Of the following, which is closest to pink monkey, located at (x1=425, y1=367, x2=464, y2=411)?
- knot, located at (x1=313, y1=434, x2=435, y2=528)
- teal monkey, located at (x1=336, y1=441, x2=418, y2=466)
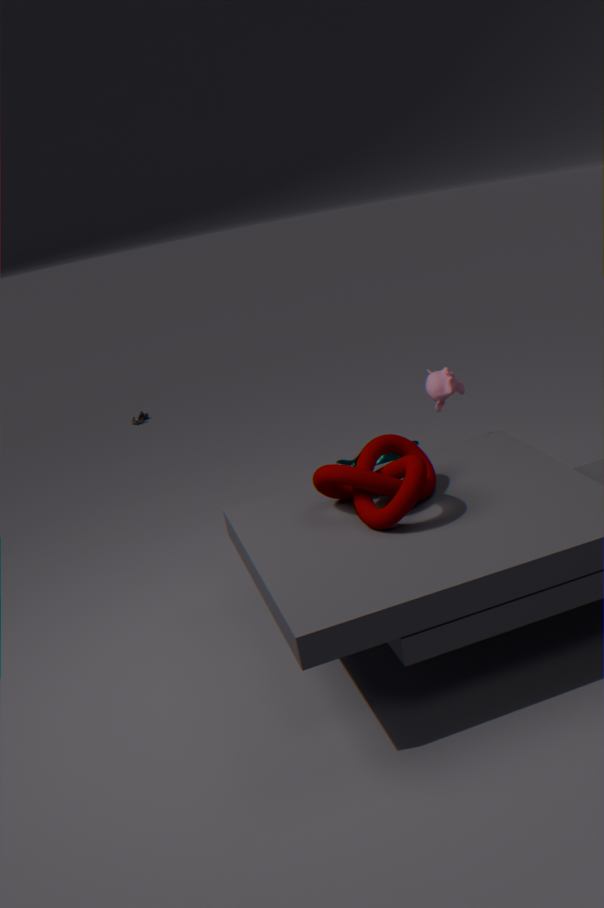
knot, located at (x1=313, y1=434, x2=435, y2=528)
